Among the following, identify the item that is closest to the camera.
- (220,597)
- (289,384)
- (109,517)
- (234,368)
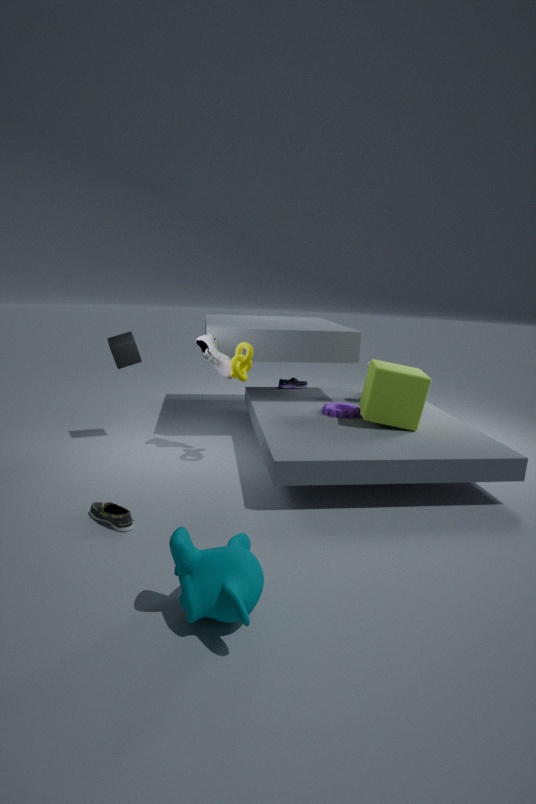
(220,597)
